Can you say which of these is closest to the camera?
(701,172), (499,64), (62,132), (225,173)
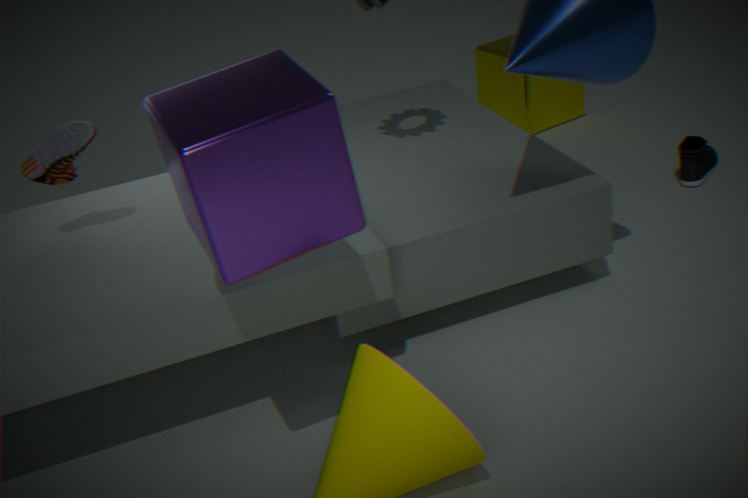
(225,173)
